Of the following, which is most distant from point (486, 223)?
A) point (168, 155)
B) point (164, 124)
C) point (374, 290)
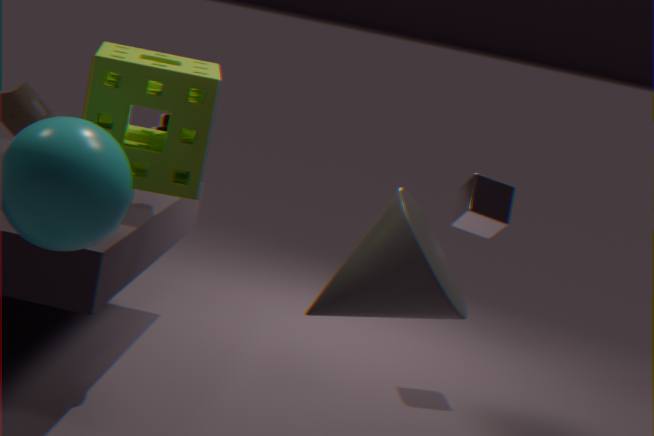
point (168, 155)
